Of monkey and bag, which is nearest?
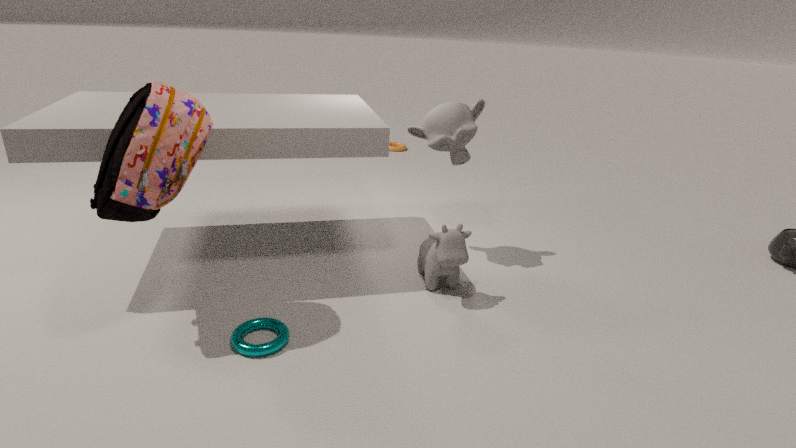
bag
